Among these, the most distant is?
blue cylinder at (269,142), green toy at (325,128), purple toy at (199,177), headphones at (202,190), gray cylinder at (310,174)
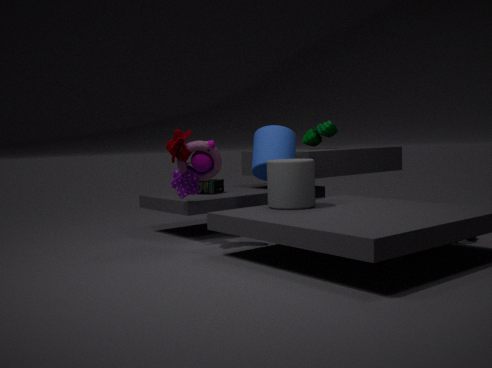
green toy at (325,128)
